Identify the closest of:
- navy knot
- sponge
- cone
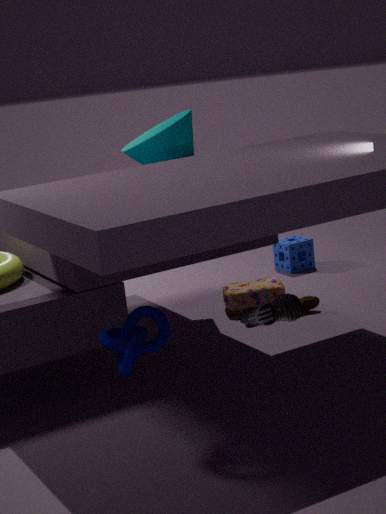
navy knot
